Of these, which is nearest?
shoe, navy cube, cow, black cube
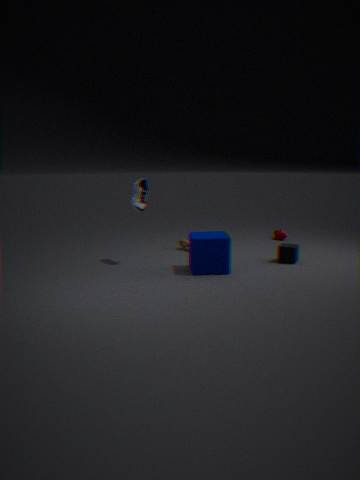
navy cube
